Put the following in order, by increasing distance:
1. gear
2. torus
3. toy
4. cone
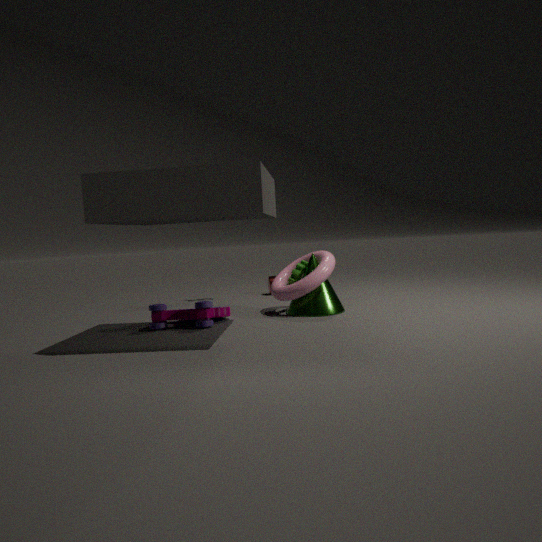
toy < torus < cone < gear
